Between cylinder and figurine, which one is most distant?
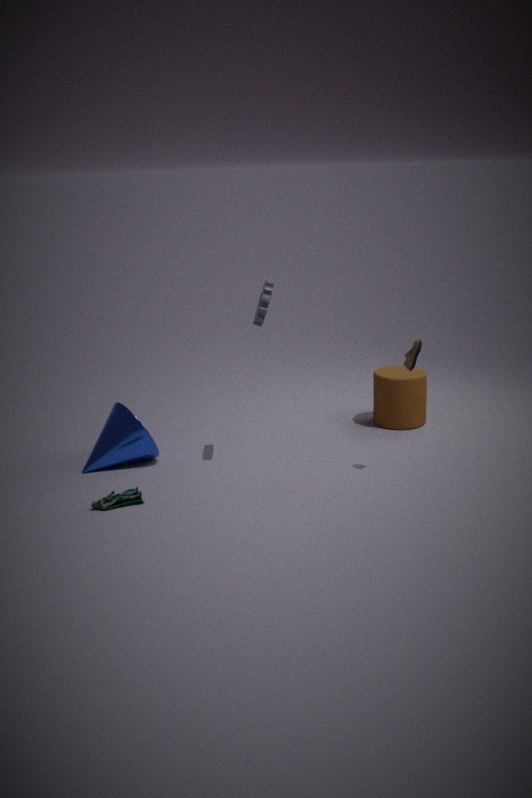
cylinder
